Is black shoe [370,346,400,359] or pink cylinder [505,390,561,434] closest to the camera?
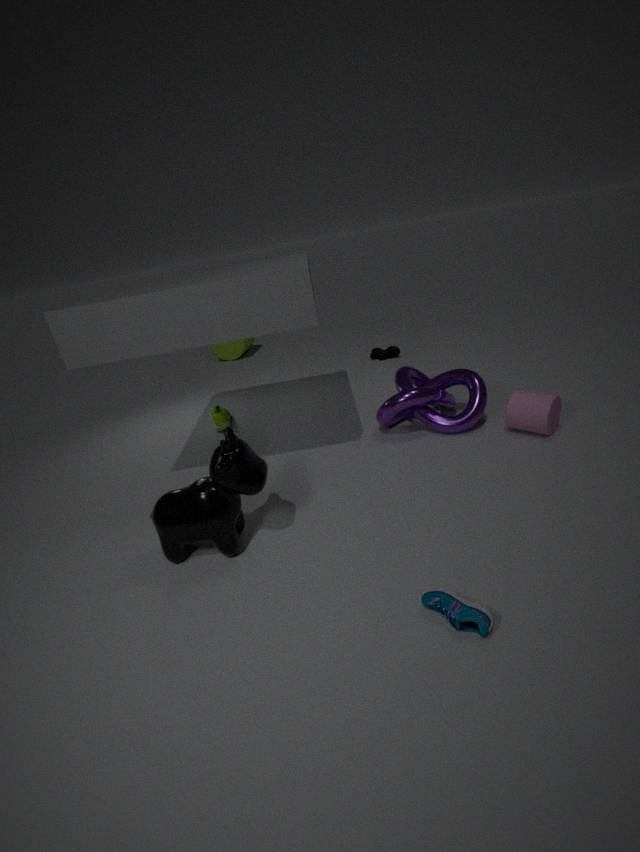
pink cylinder [505,390,561,434]
